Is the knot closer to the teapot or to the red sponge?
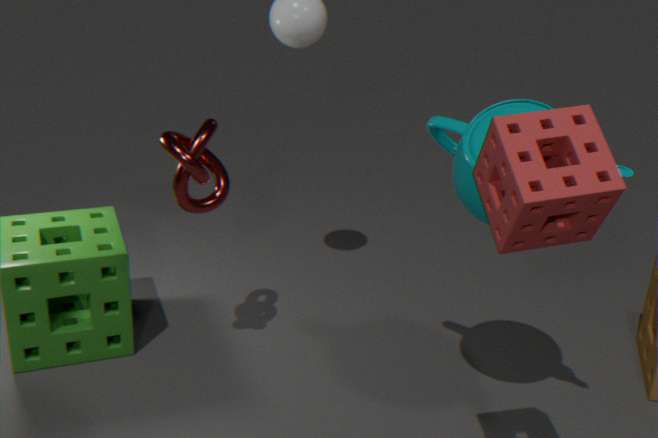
the teapot
